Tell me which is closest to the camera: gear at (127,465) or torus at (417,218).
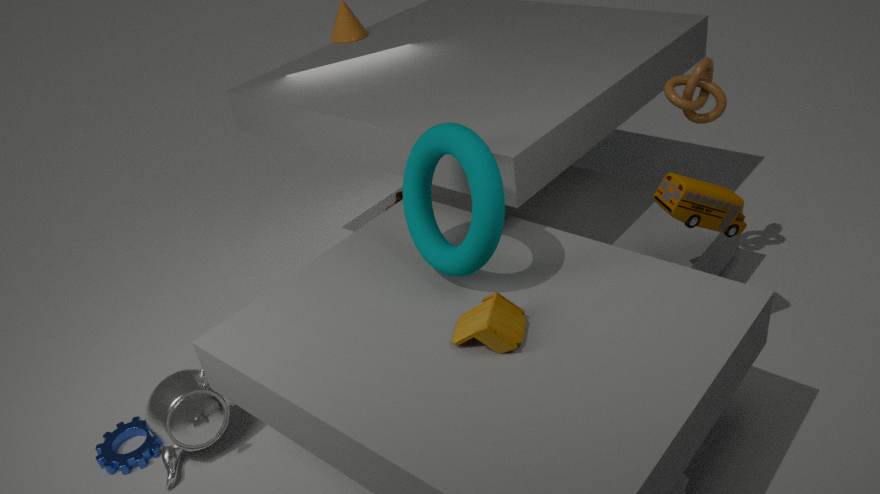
torus at (417,218)
